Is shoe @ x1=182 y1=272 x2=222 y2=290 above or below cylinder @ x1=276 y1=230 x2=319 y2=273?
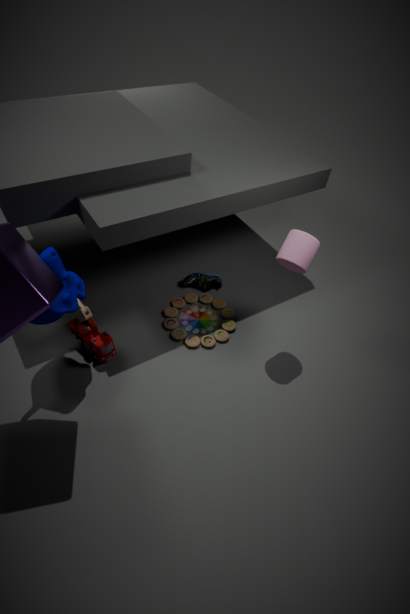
below
